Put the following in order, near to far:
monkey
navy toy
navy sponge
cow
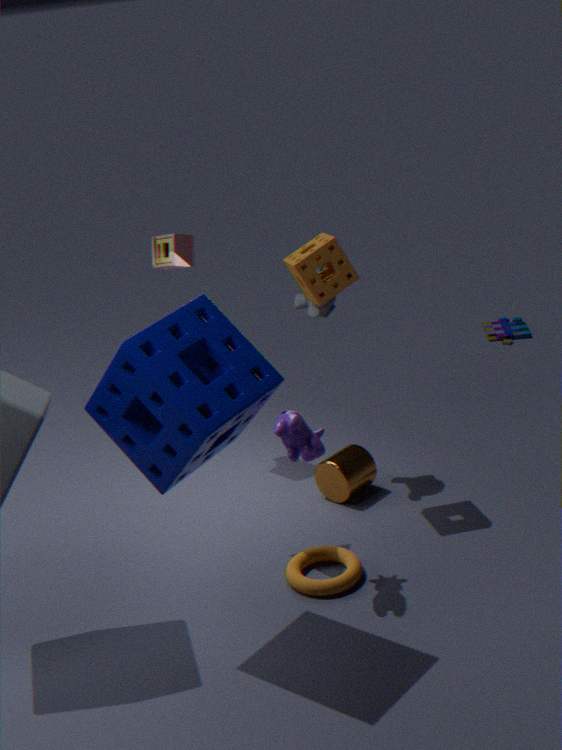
1. navy sponge
2. cow
3. monkey
4. navy toy
